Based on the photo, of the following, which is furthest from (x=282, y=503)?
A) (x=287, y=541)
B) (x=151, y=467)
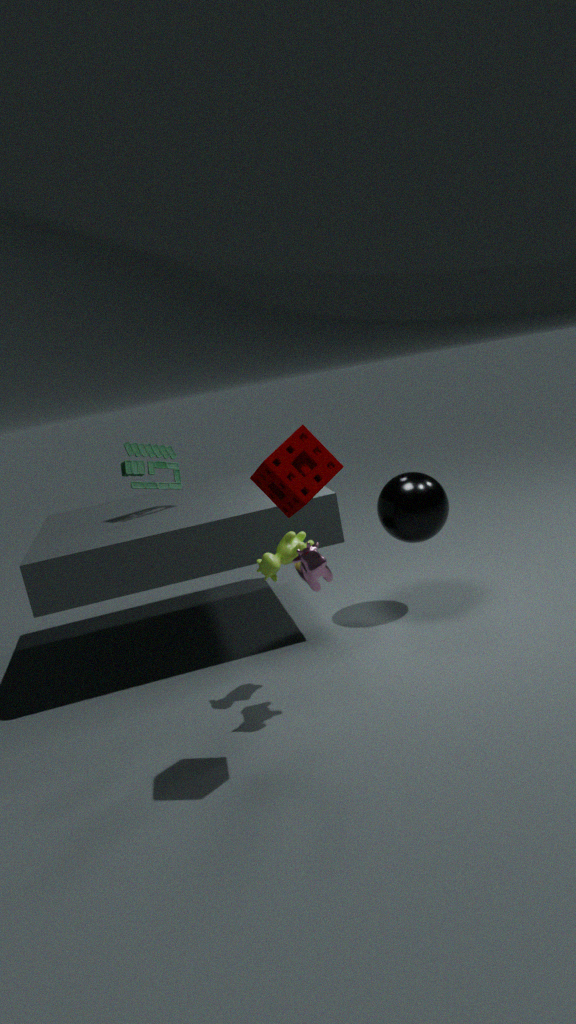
(x=151, y=467)
